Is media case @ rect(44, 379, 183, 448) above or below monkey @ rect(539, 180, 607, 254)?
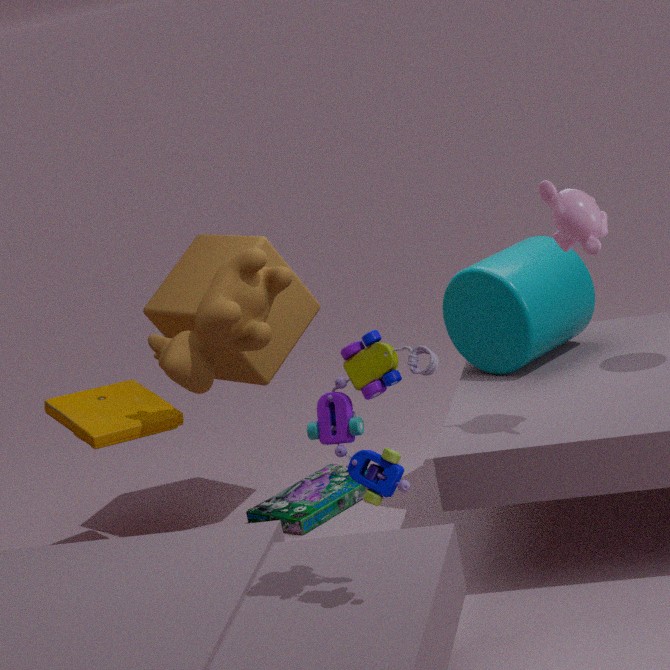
below
